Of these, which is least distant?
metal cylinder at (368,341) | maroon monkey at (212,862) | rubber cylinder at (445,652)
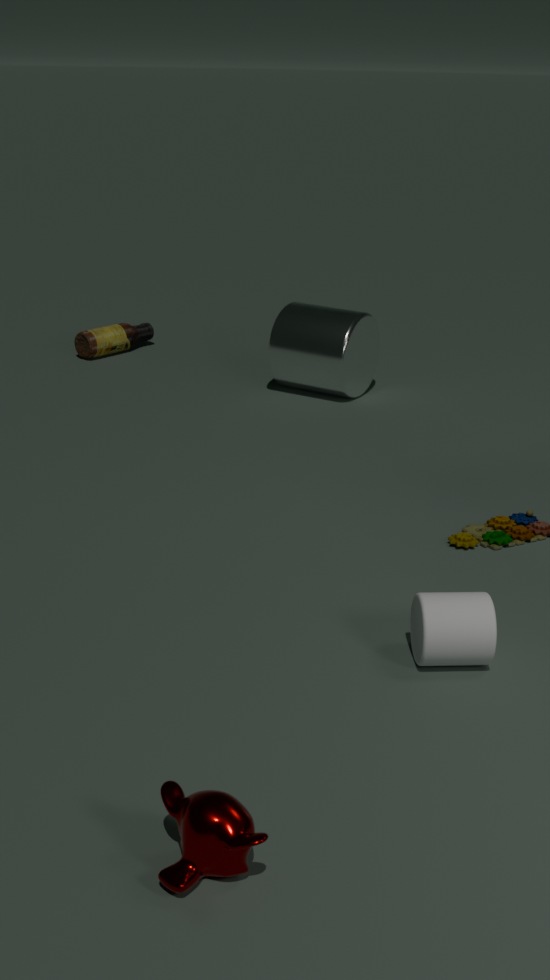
maroon monkey at (212,862)
